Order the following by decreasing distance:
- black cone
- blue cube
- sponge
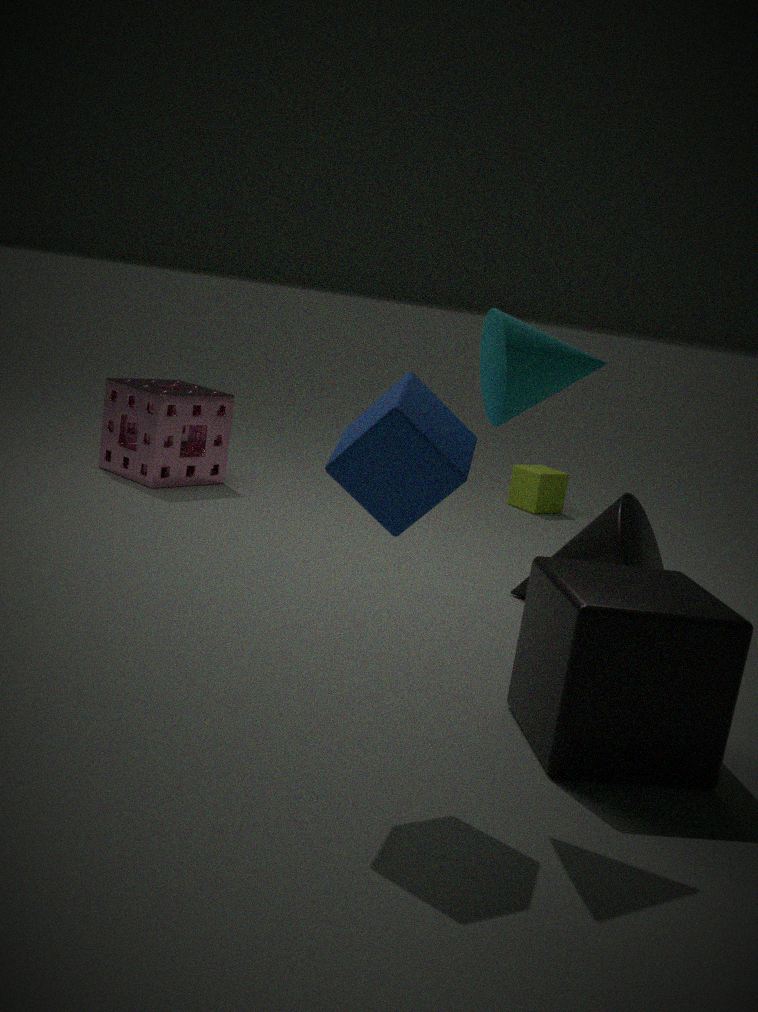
sponge → black cone → blue cube
